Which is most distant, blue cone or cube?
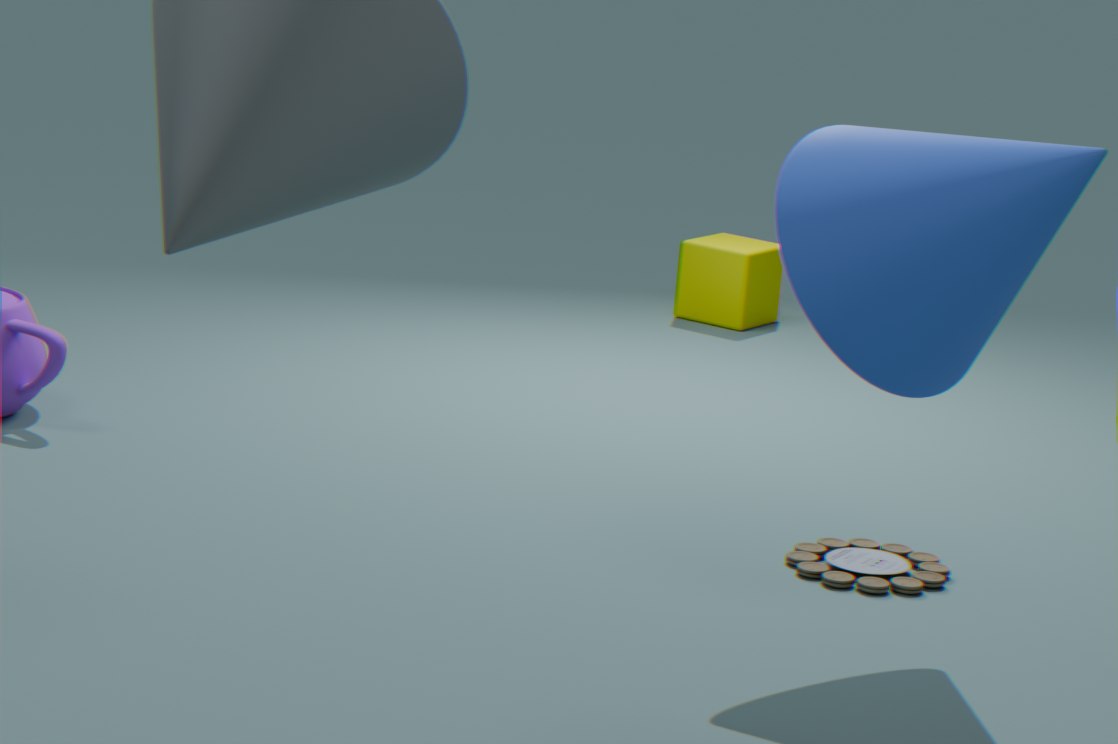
cube
